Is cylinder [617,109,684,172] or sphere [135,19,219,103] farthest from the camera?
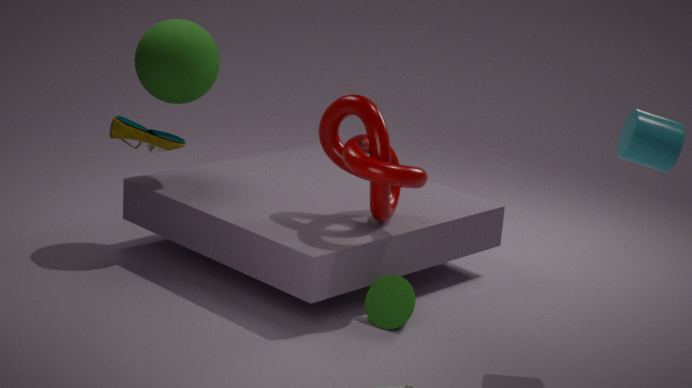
sphere [135,19,219,103]
